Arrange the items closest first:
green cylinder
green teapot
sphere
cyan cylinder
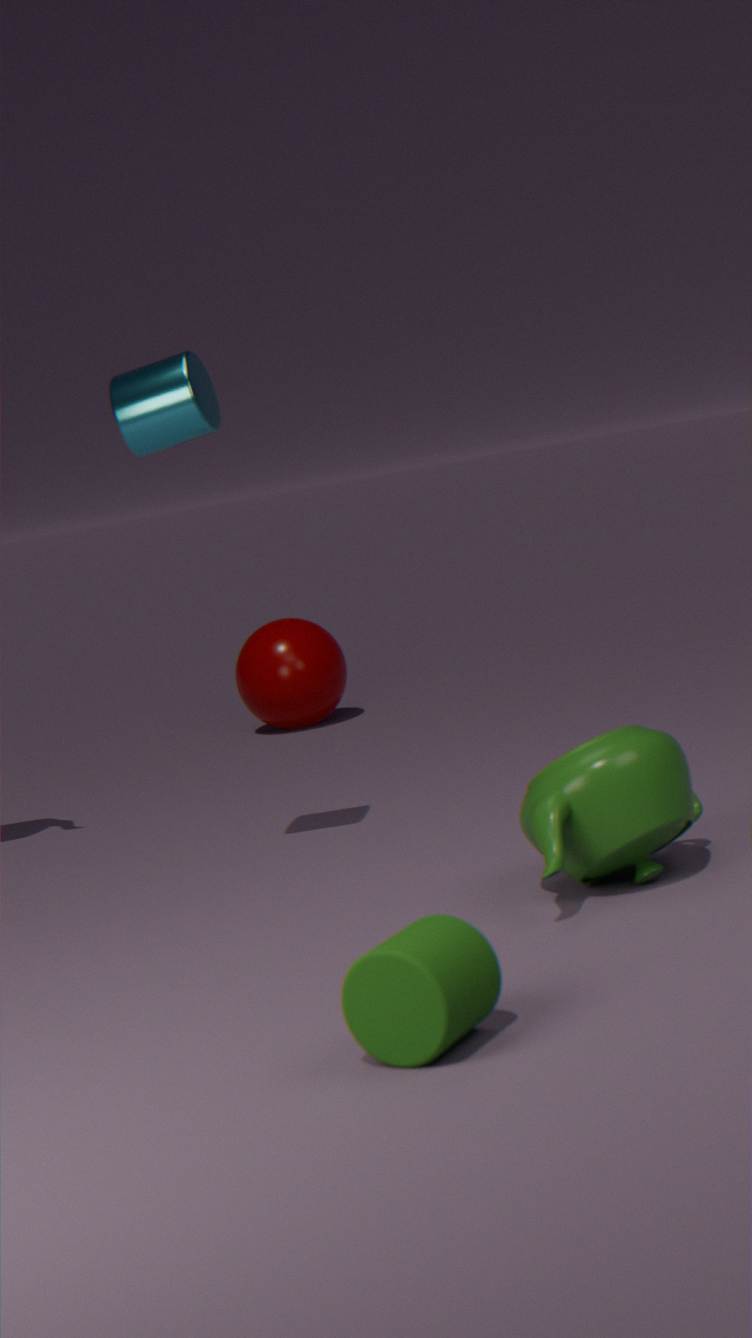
green cylinder → green teapot → cyan cylinder → sphere
